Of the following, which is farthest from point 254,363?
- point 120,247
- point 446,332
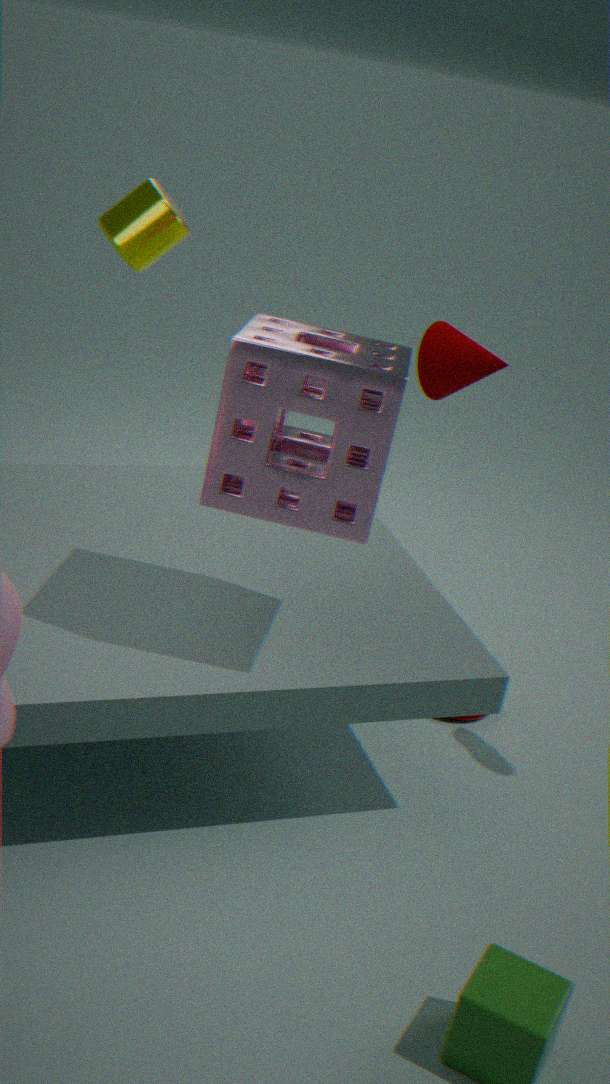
point 120,247
